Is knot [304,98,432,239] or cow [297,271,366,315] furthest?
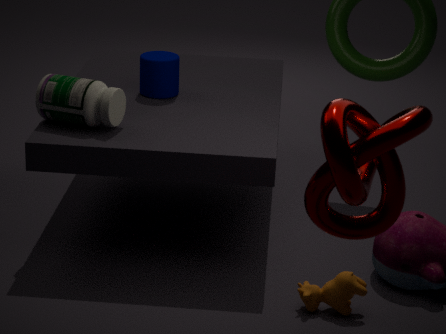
cow [297,271,366,315]
